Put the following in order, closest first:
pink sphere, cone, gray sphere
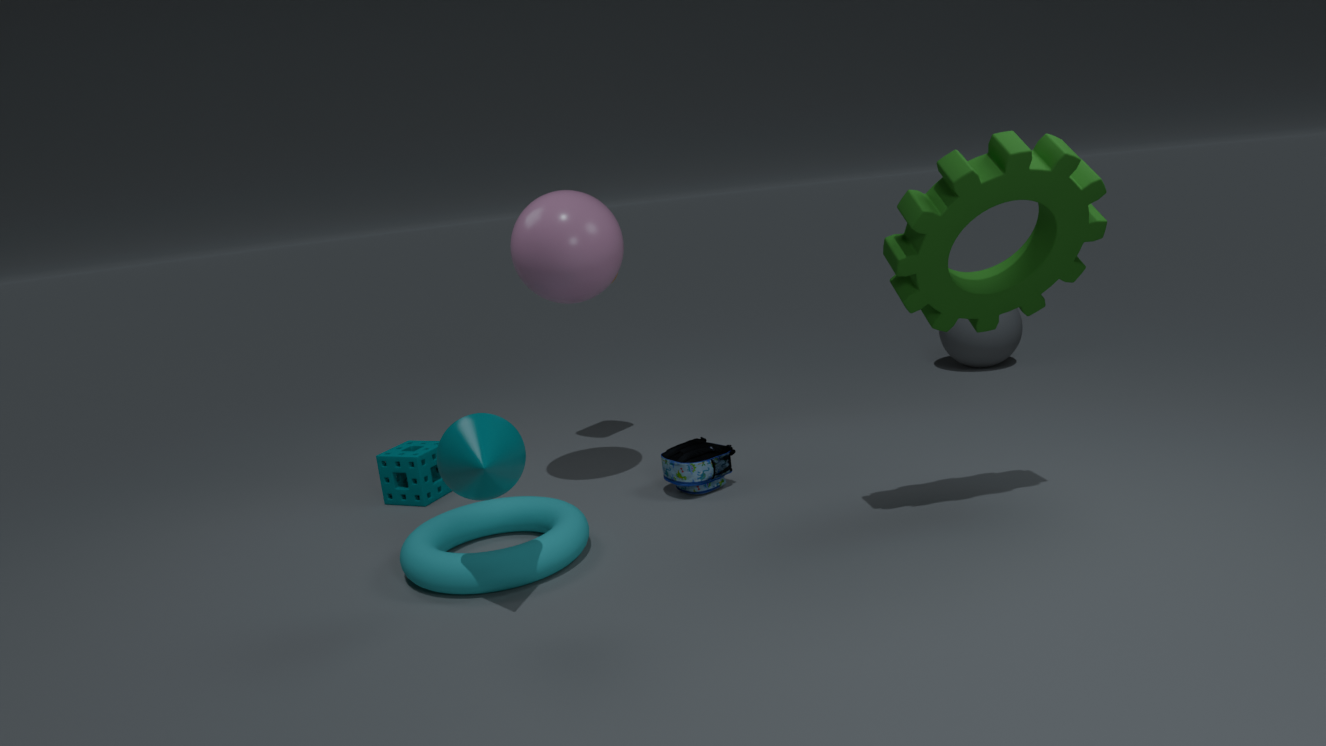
cone → pink sphere → gray sphere
